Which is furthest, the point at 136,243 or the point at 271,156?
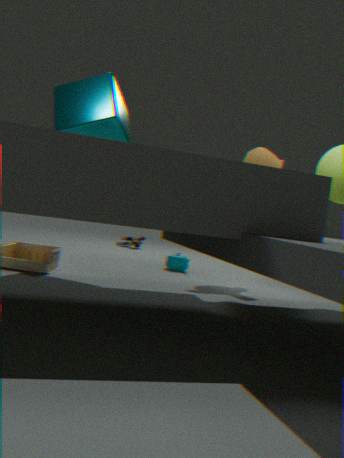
the point at 136,243
